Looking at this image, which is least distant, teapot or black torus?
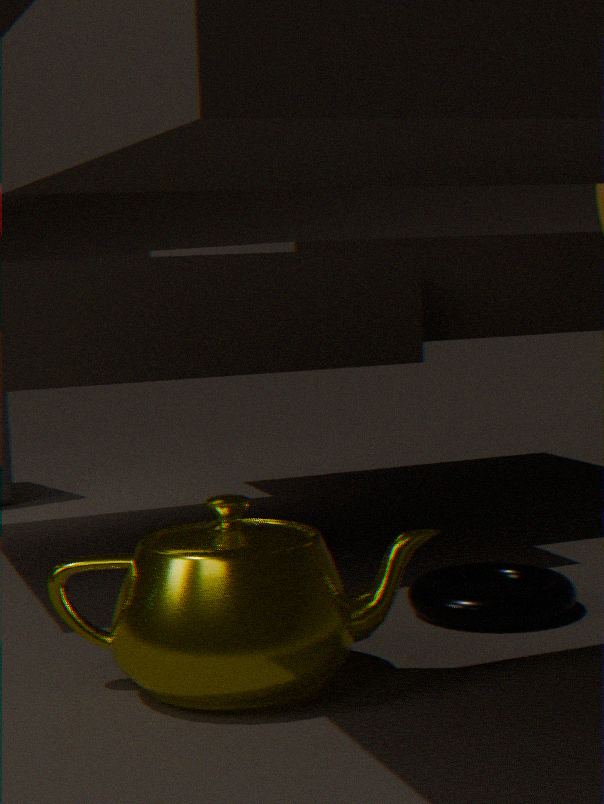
teapot
